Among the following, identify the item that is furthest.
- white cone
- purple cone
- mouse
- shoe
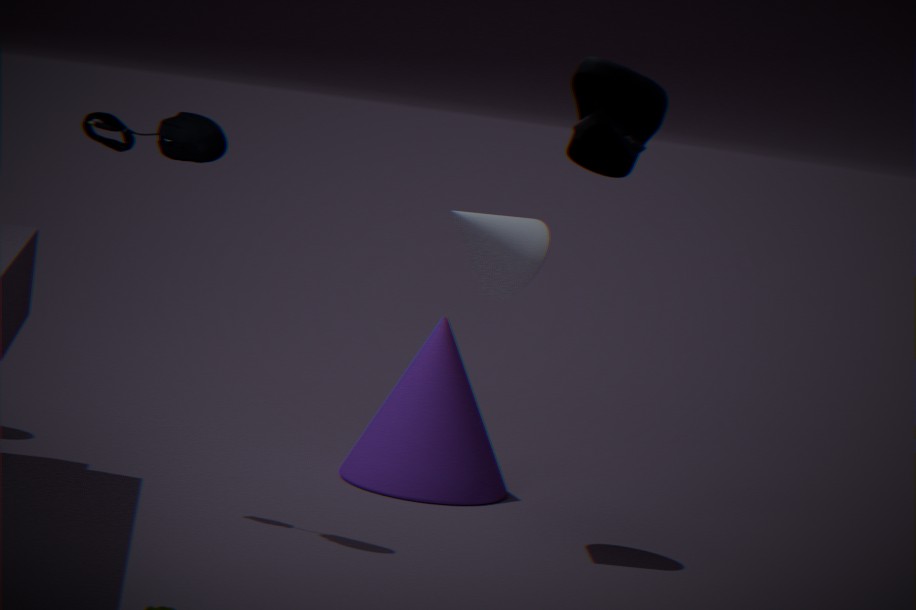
purple cone
